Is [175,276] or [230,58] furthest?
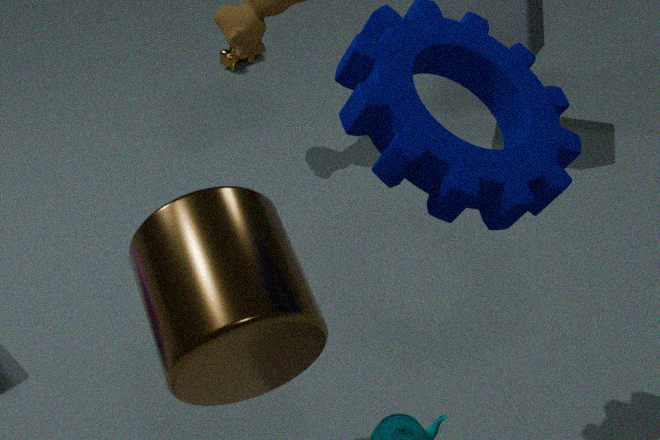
[230,58]
